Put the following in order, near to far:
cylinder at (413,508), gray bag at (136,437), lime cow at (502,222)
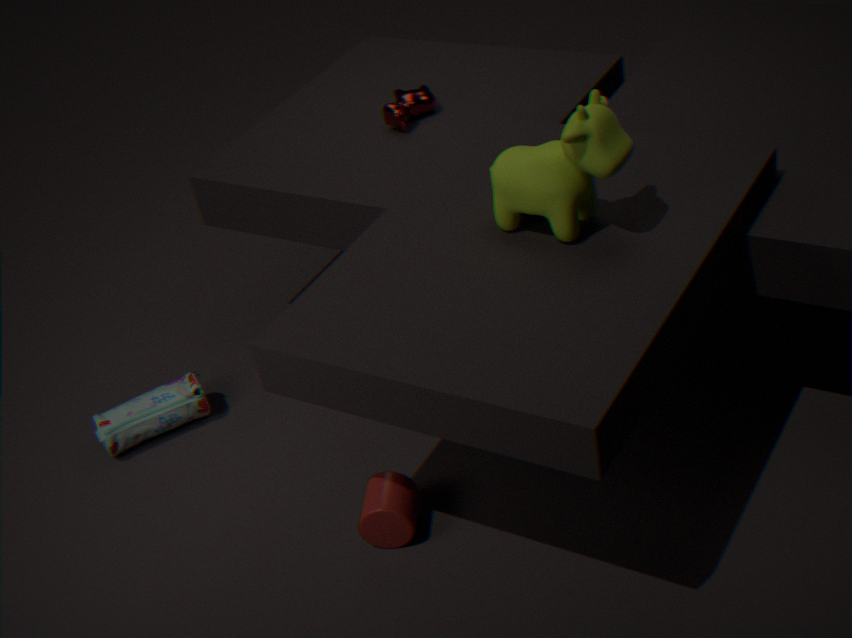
1. lime cow at (502,222)
2. cylinder at (413,508)
3. gray bag at (136,437)
